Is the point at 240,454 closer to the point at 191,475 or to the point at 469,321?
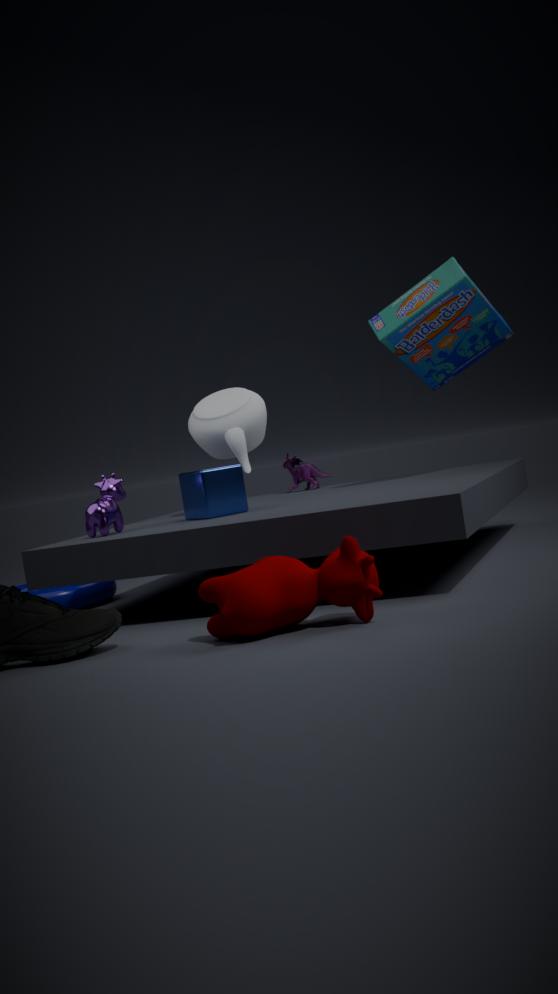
the point at 191,475
